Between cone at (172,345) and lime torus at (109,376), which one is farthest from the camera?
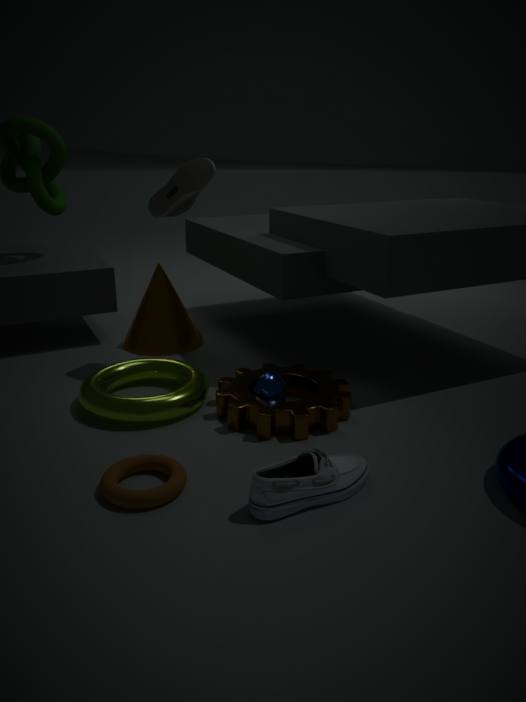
cone at (172,345)
